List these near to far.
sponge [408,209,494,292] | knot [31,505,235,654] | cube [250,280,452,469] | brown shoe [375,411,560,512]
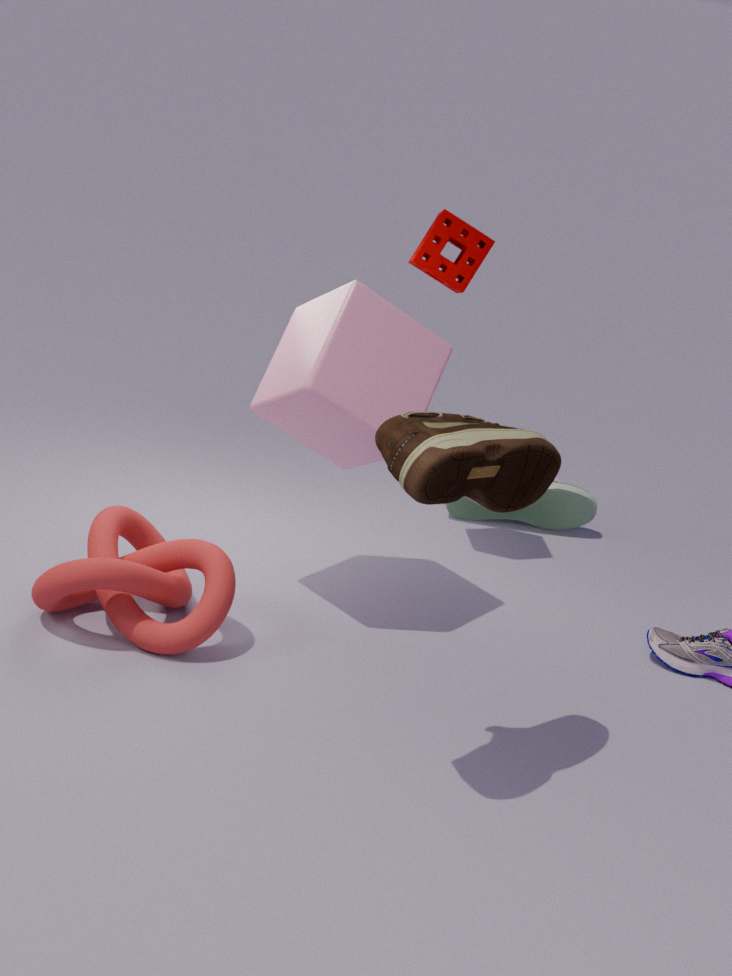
brown shoe [375,411,560,512] < knot [31,505,235,654] < cube [250,280,452,469] < sponge [408,209,494,292]
